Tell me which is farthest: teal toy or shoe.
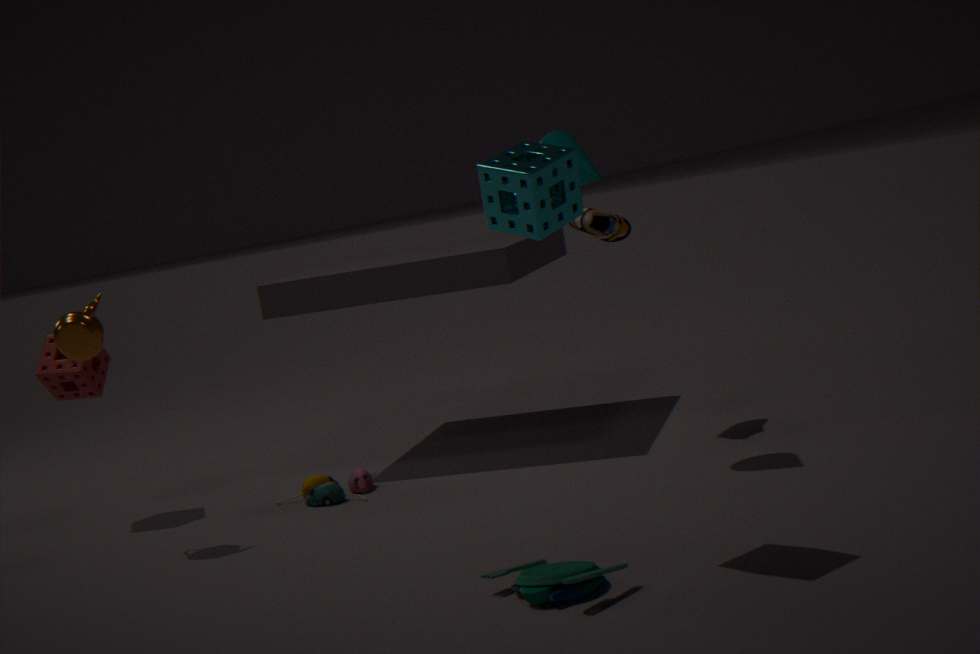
shoe
